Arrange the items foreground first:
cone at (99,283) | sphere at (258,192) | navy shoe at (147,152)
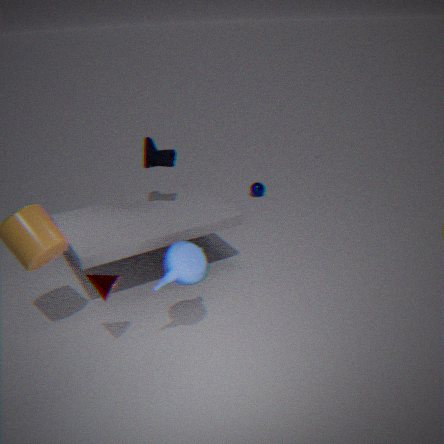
cone at (99,283), navy shoe at (147,152), sphere at (258,192)
